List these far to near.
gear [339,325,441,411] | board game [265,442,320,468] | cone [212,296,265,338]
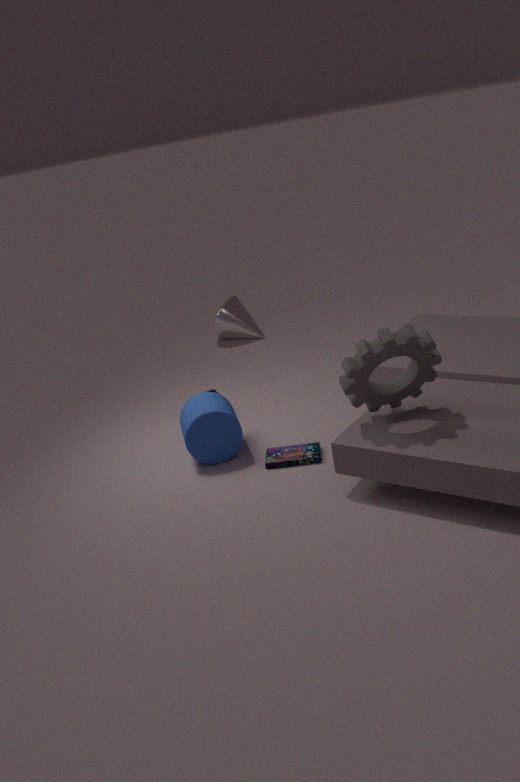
cone [212,296,265,338]
board game [265,442,320,468]
gear [339,325,441,411]
